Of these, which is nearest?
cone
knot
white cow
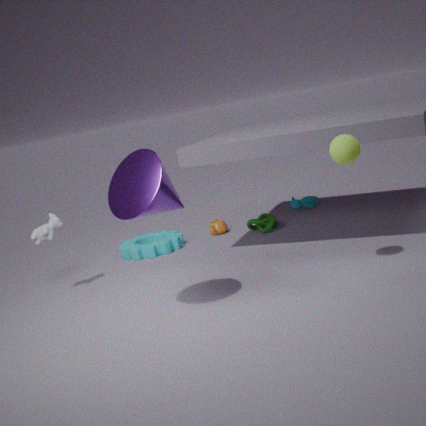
cone
